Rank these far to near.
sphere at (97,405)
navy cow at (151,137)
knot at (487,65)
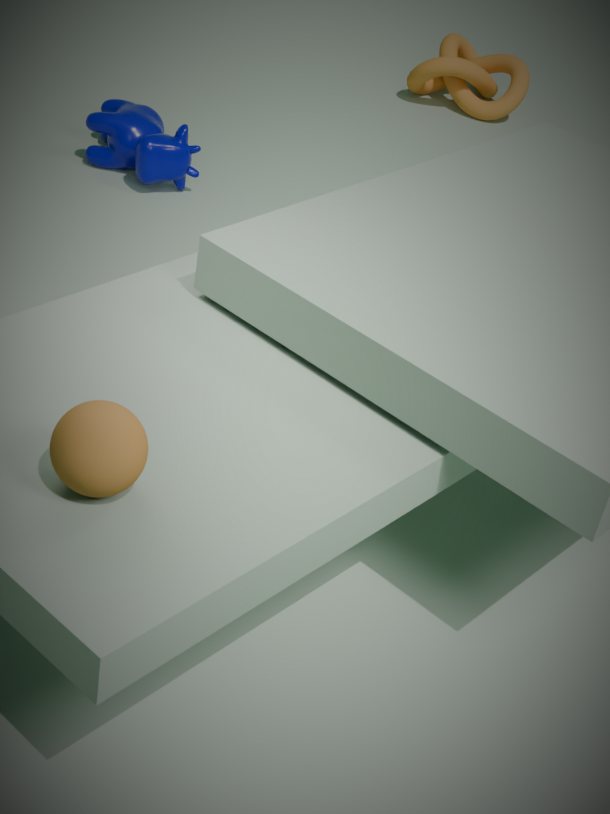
1. knot at (487,65)
2. navy cow at (151,137)
3. sphere at (97,405)
